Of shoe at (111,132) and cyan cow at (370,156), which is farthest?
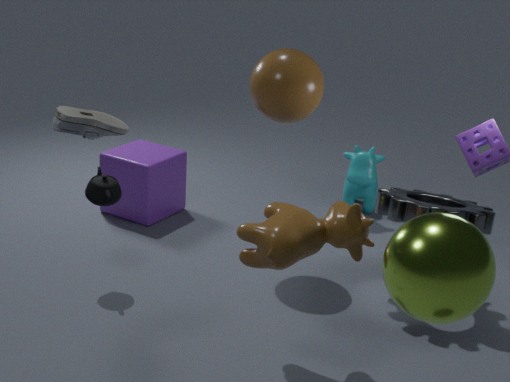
cyan cow at (370,156)
